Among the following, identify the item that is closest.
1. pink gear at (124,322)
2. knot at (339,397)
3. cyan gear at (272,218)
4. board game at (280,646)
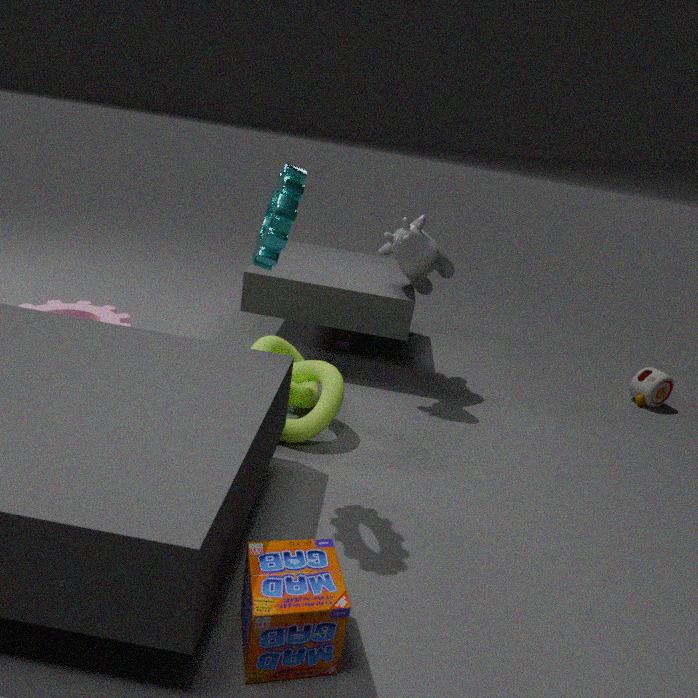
board game at (280,646)
